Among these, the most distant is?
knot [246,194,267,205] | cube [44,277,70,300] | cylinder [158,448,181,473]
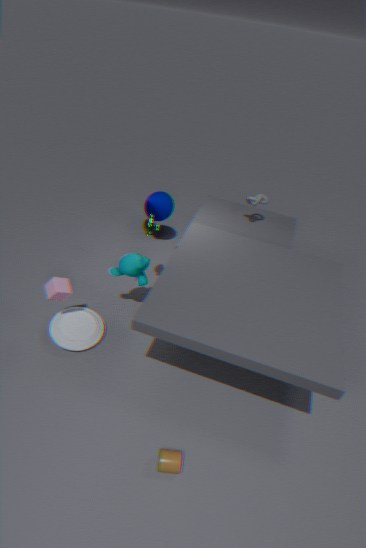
knot [246,194,267,205]
